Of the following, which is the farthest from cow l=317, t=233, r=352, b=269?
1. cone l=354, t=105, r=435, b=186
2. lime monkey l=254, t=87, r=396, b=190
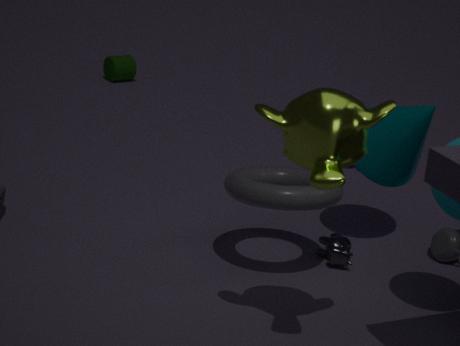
lime monkey l=254, t=87, r=396, b=190
